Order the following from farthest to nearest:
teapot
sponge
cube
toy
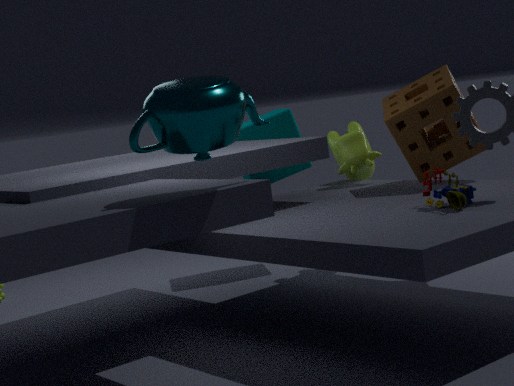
1. cube
2. sponge
3. toy
4. teapot
